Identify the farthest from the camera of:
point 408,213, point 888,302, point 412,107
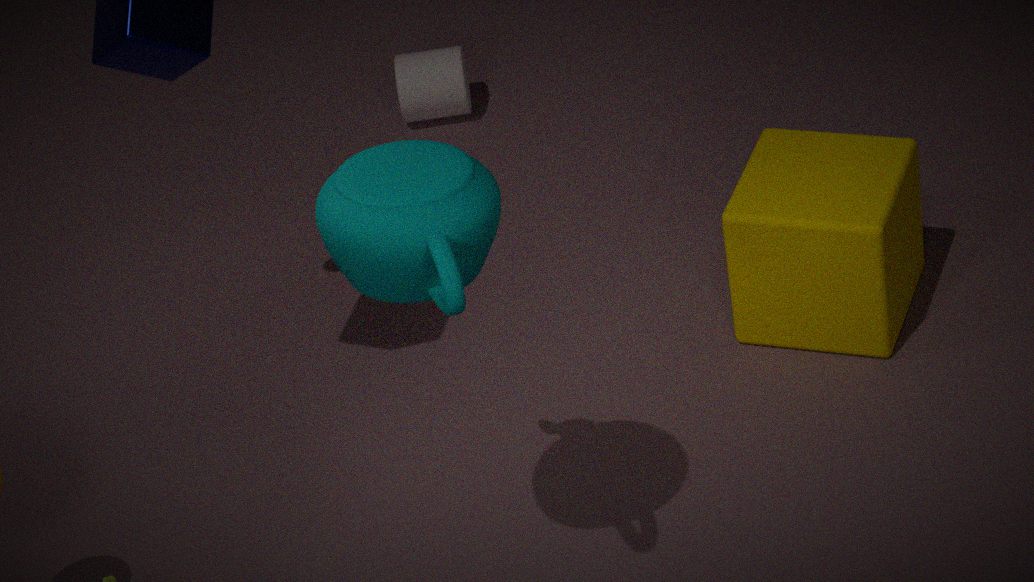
point 412,107
